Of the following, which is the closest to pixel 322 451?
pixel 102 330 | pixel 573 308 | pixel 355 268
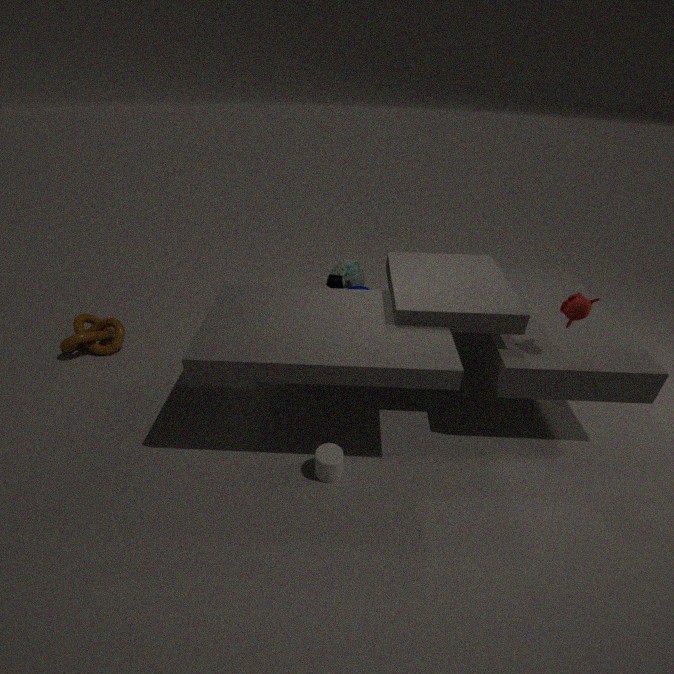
pixel 355 268
